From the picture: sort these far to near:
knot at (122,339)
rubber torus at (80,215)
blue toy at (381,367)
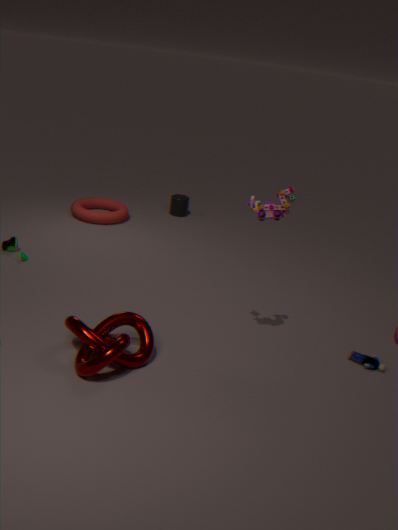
rubber torus at (80,215)
blue toy at (381,367)
knot at (122,339)
